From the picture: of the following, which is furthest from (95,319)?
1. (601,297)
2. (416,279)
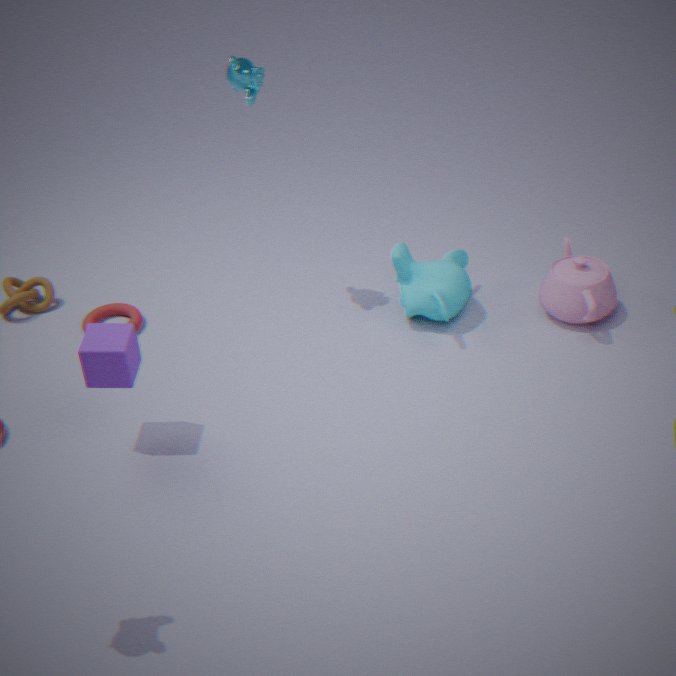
(601,297)
